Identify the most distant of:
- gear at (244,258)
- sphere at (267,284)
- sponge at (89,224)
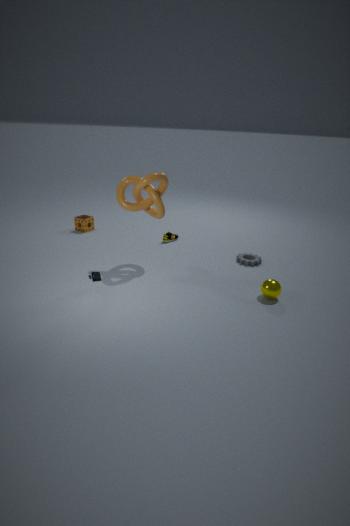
sponge at (89,224)
